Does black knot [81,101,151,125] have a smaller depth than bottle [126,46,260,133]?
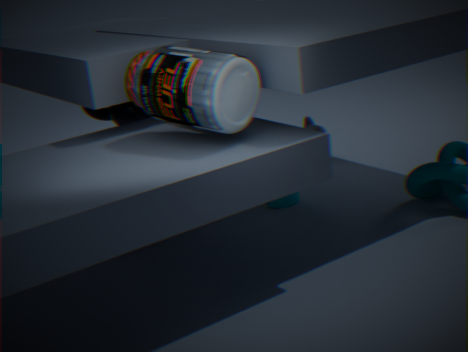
No
